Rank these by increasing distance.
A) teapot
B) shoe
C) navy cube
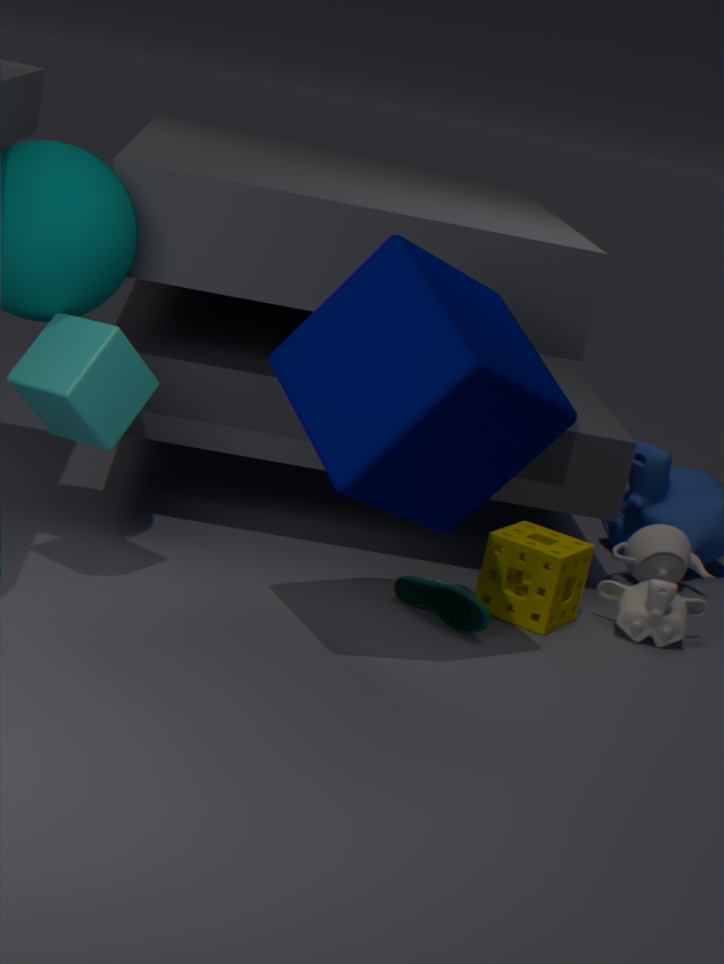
navy cube → shoe → teapot
